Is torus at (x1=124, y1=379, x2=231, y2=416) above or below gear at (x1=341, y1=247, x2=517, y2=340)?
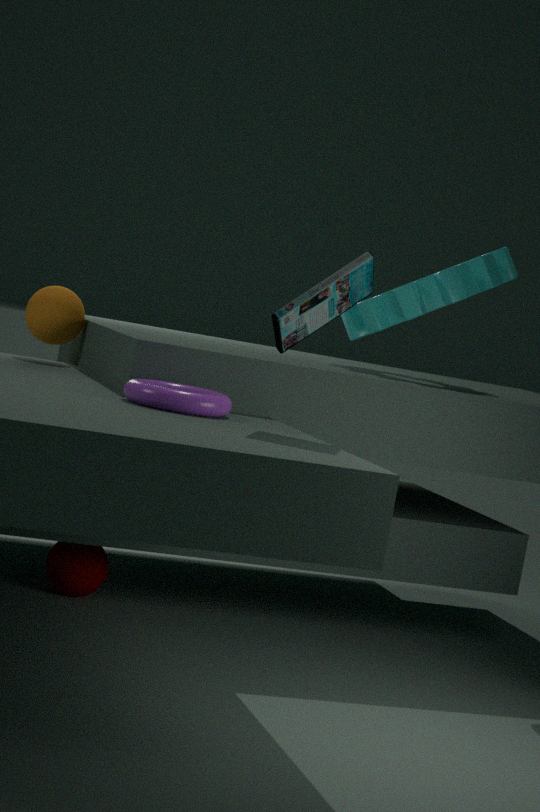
below
